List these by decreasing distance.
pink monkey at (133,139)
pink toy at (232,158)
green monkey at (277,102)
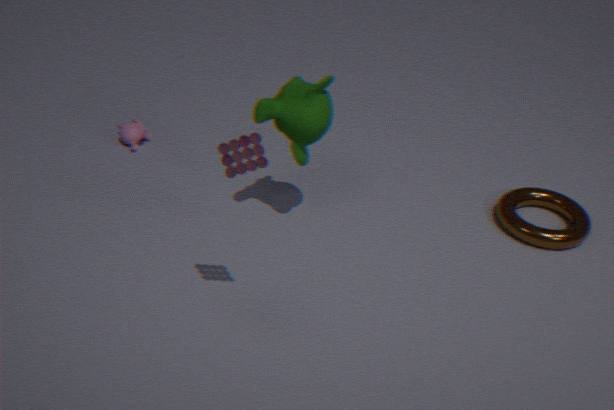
1. pink monkey at (133,139)
2. green monkey at (277,102)
3. pink toy at (232,158)
